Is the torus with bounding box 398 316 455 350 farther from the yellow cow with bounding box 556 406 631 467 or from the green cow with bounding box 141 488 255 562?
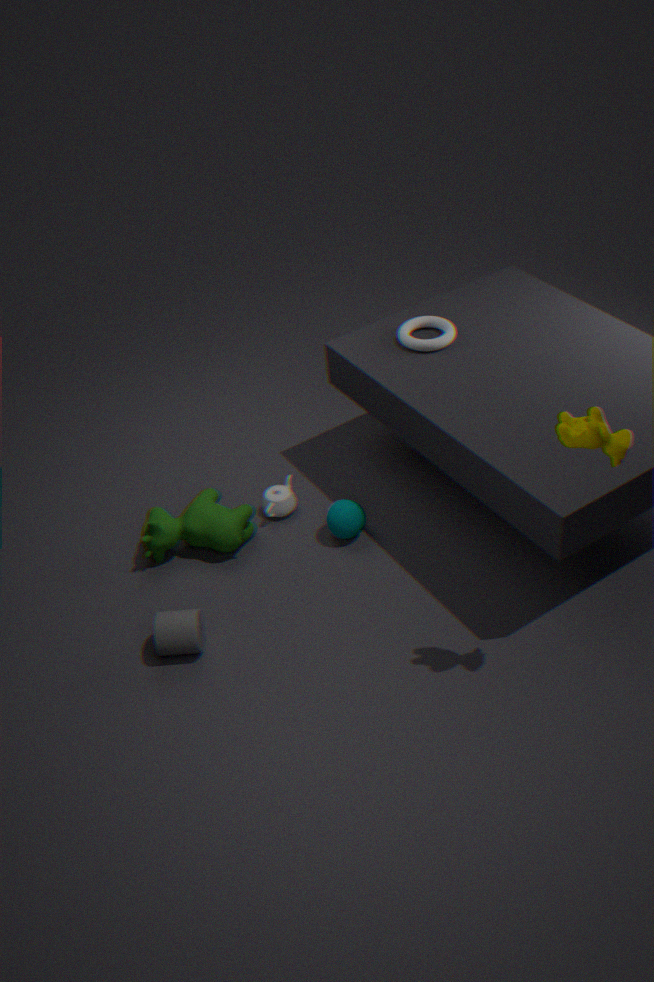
the yellow cow with bounding box 556 406 631 467
